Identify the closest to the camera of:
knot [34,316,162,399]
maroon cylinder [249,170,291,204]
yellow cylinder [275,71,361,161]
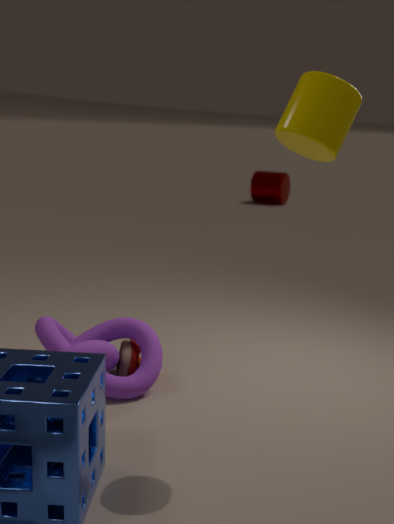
yellow cylinder [275,71,361,161]
